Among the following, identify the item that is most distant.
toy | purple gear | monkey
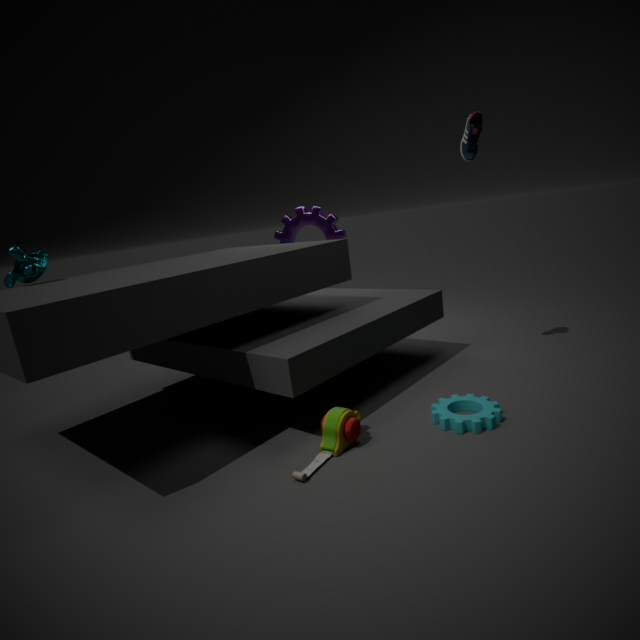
purple gear
